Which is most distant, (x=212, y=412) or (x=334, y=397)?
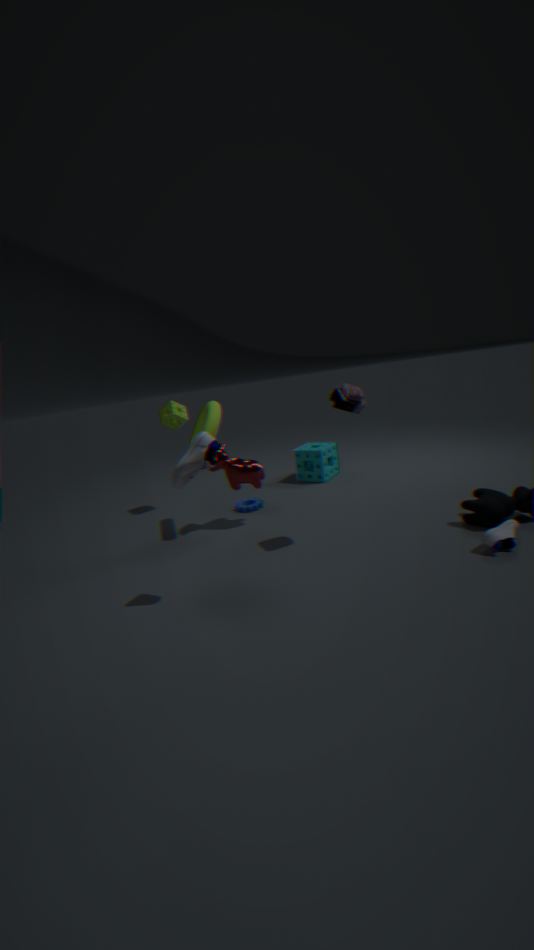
(x=212, y=412)
